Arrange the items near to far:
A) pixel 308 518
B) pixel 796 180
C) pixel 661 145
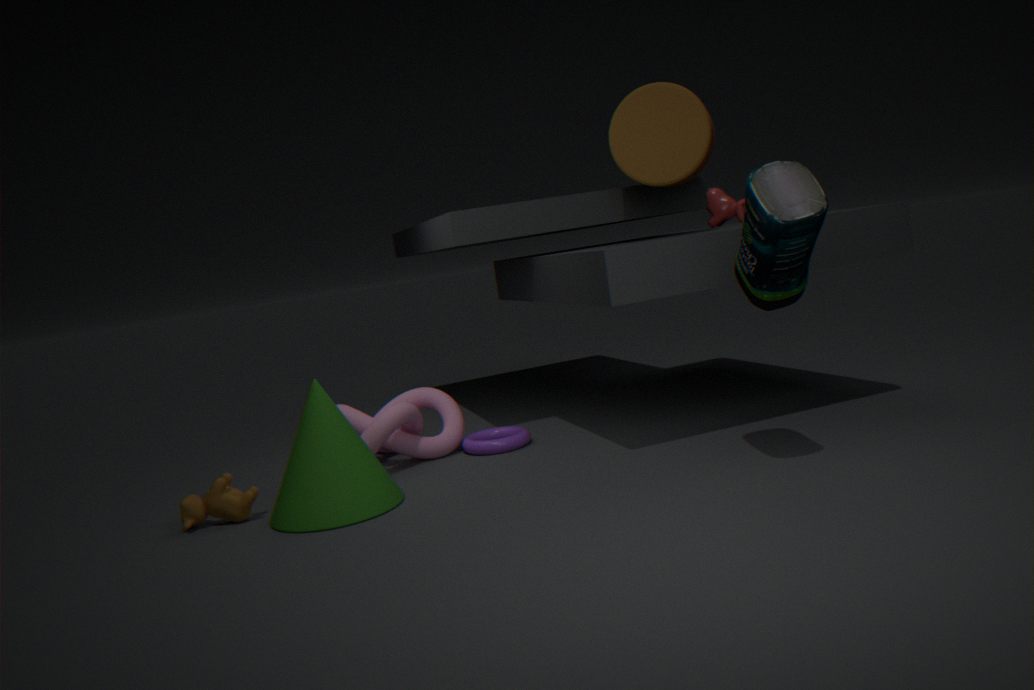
1. pixel 796 180
2. pixel 308 518
3. pixel 661 145
